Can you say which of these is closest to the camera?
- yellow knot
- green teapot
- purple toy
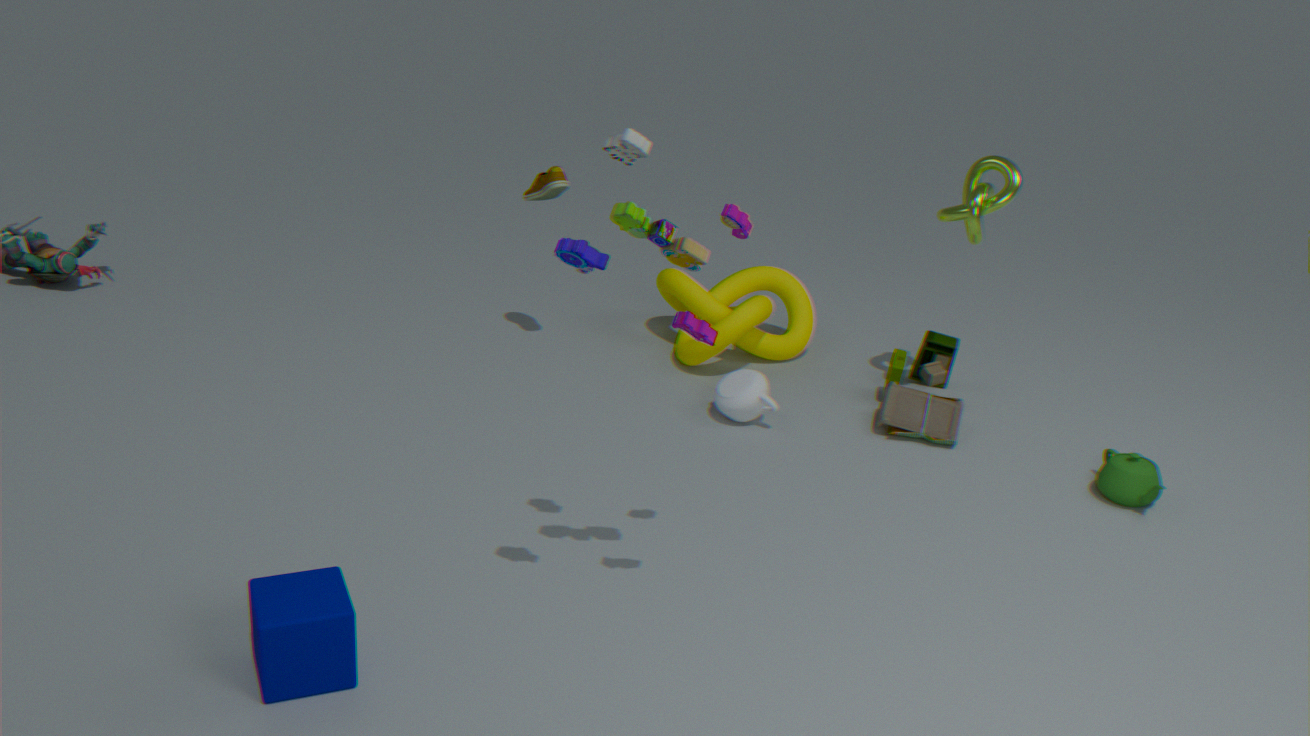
purple toy
